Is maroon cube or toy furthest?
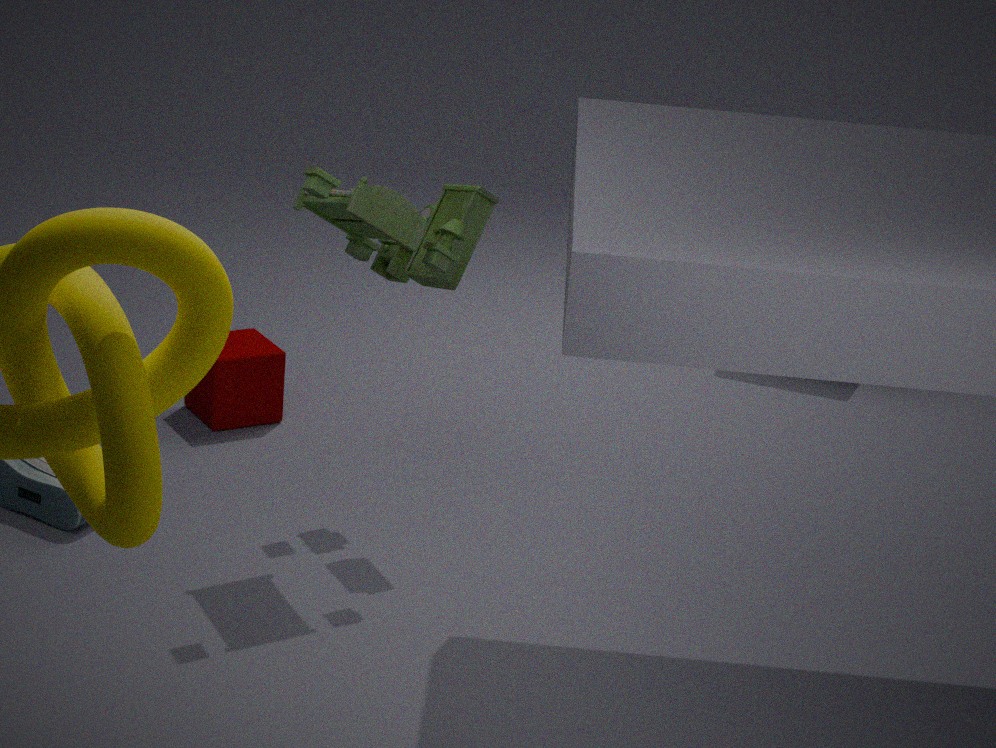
maroon cube
